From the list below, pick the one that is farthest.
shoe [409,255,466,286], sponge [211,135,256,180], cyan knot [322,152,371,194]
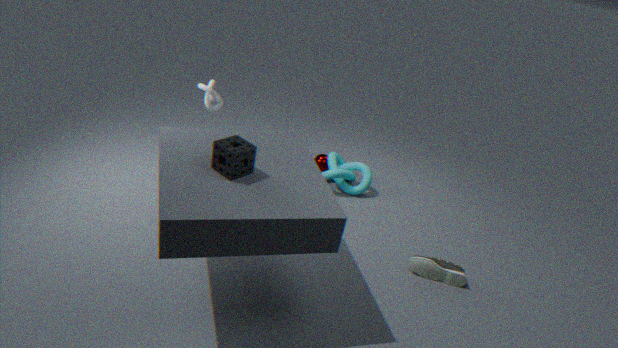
cyan knot [322,152,371,194]
